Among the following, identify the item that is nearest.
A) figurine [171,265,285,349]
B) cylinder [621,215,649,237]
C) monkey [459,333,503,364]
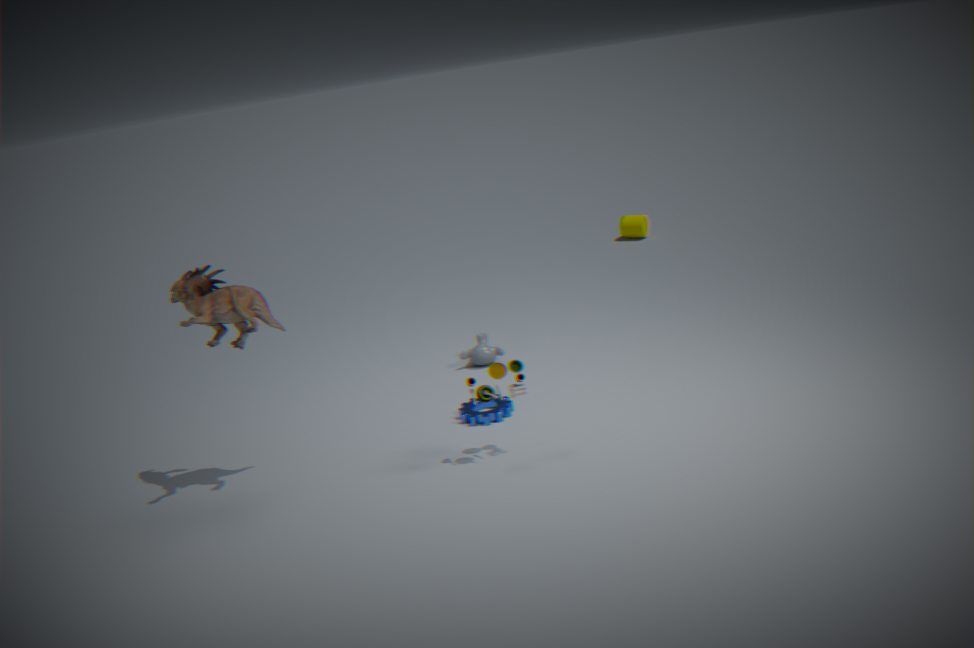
figurine [171,265,285,349]
